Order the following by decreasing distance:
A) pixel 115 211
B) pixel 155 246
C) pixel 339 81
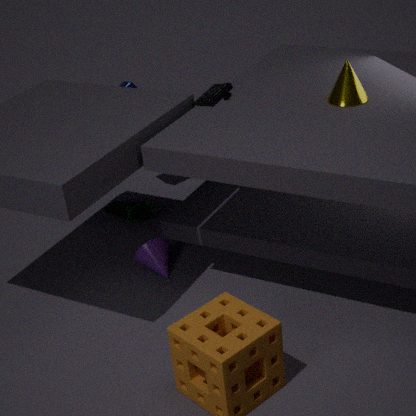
pixel 115 211 < pixel 155 246 < pixel 339 81
